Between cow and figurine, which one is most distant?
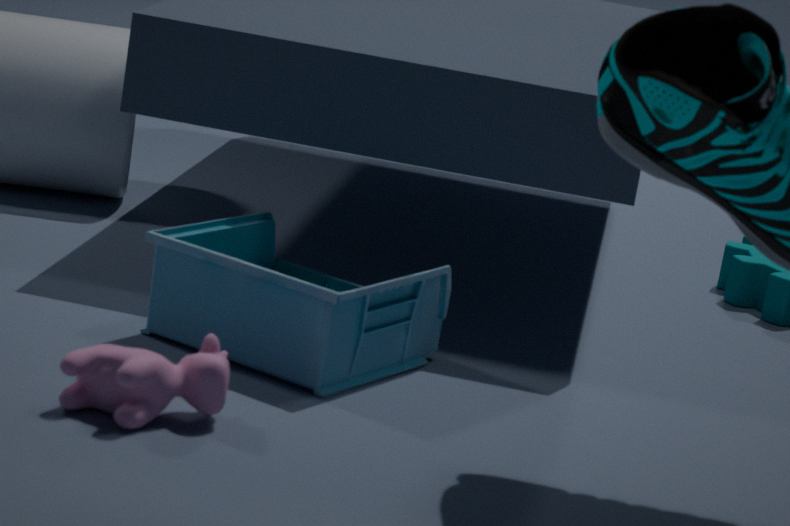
figurine
